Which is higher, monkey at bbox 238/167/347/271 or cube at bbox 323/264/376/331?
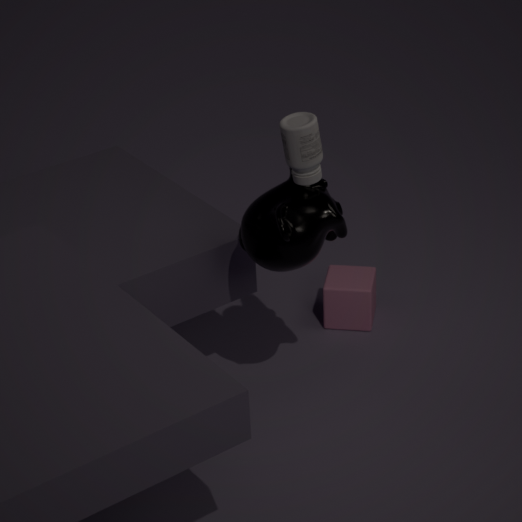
monkey at bbox 238/167/347/271
